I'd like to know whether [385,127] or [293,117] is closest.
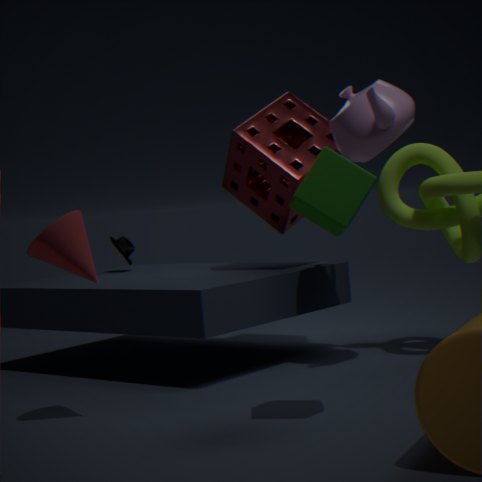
[385,127]
